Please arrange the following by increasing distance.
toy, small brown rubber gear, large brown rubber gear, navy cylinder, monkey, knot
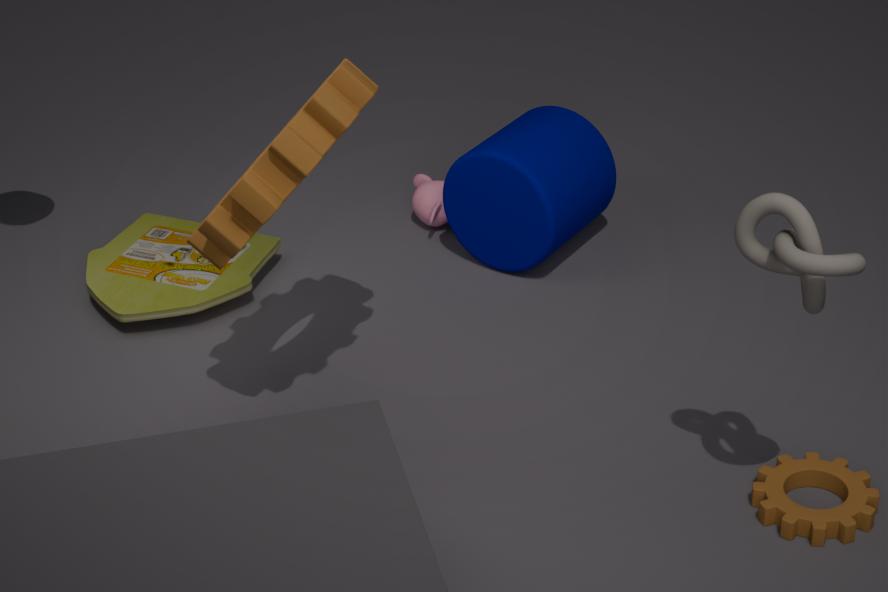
knot → large brown rubber gear → small brown rubber gear → toy → navy cylinder → monkey
